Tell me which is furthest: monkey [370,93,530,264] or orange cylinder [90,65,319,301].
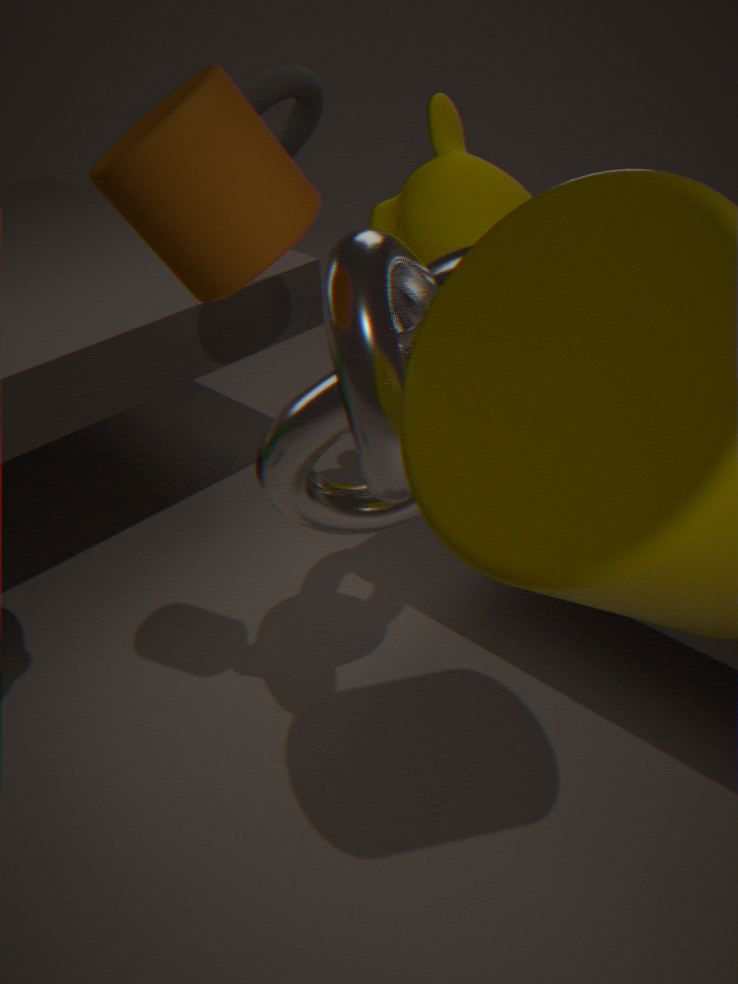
monkey [370,93,530,264]
